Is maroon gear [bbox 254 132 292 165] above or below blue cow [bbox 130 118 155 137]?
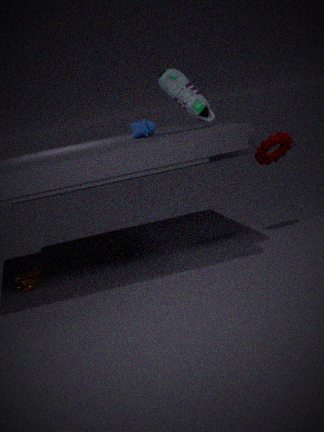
below
